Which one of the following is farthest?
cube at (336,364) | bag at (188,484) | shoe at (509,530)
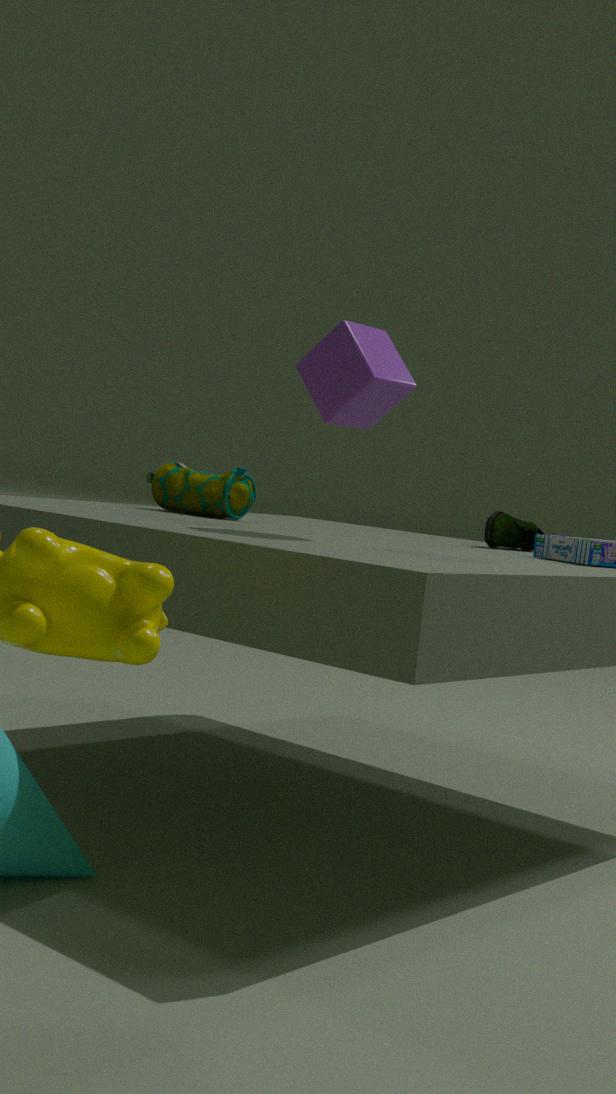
shoe at (509,530)
